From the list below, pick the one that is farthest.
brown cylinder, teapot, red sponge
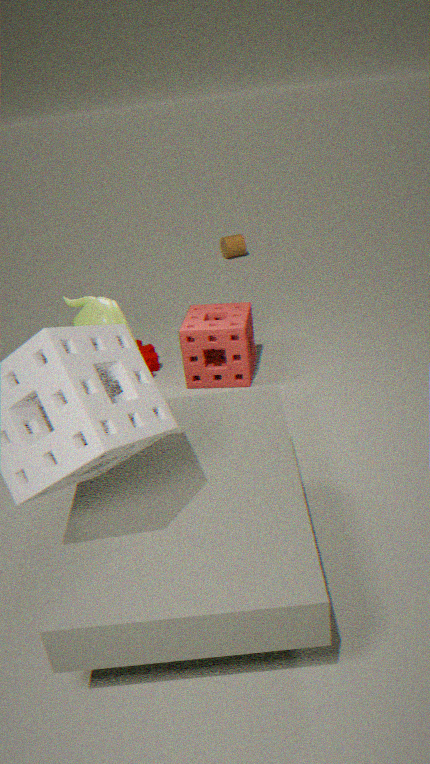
brown cylinder
